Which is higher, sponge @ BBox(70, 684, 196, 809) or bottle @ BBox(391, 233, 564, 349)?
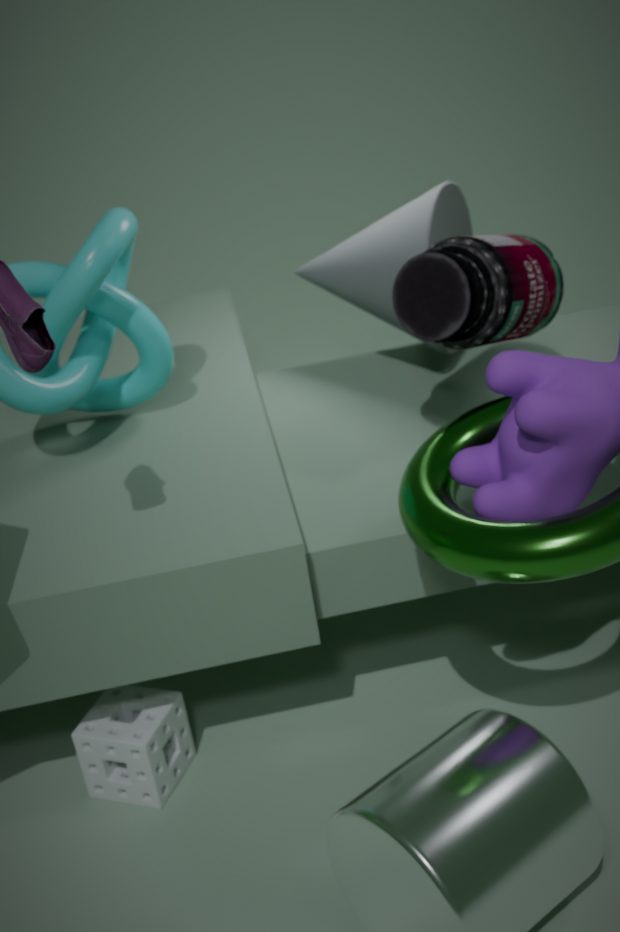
Answer: bottle @ BBox(391, 233, 564, 349)
